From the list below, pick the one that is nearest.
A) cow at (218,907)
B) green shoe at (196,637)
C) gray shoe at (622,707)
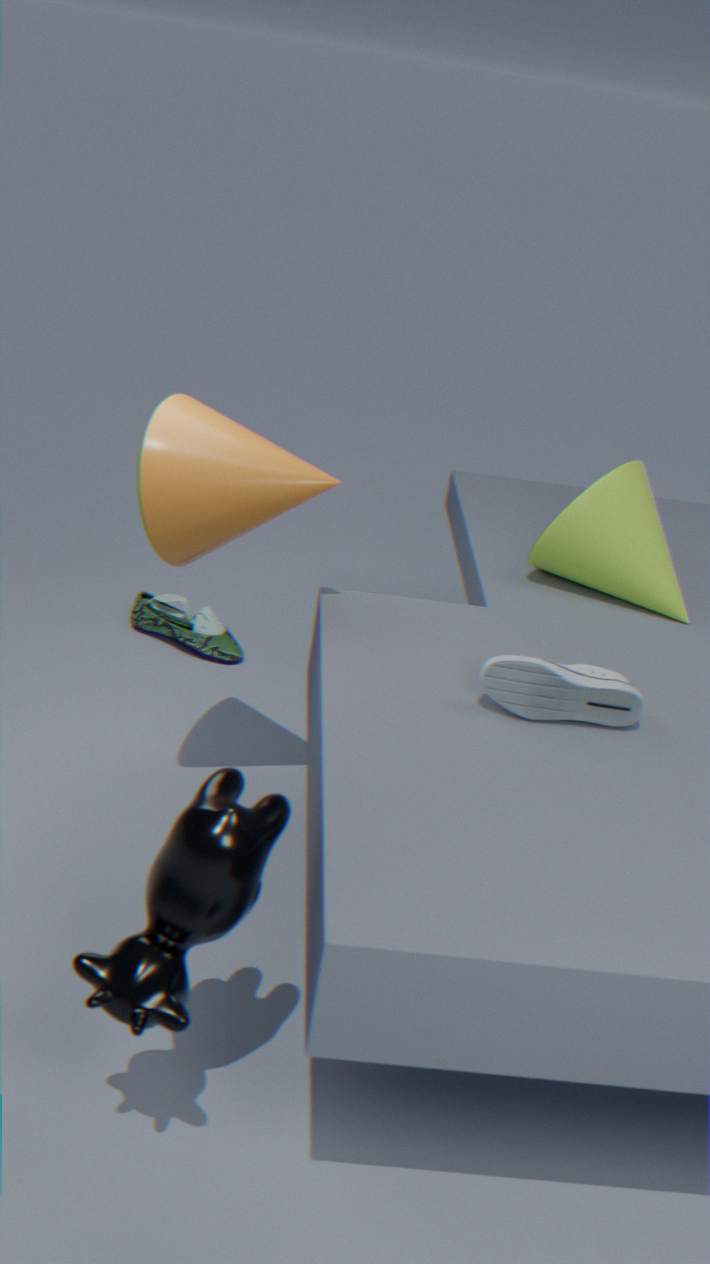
A. cow at (218,907)
